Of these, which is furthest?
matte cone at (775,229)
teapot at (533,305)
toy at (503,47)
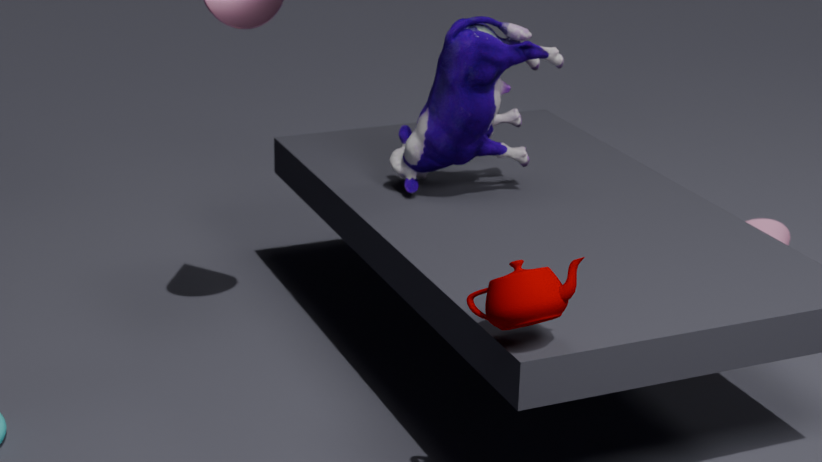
matte cone at (775,229)
